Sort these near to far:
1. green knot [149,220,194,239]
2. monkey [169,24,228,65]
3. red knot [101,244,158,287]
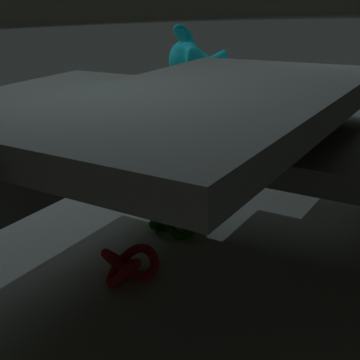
red knot [101,244,158,287]
green knot [149,220,194,239]
monkey [169,24,228,65]
